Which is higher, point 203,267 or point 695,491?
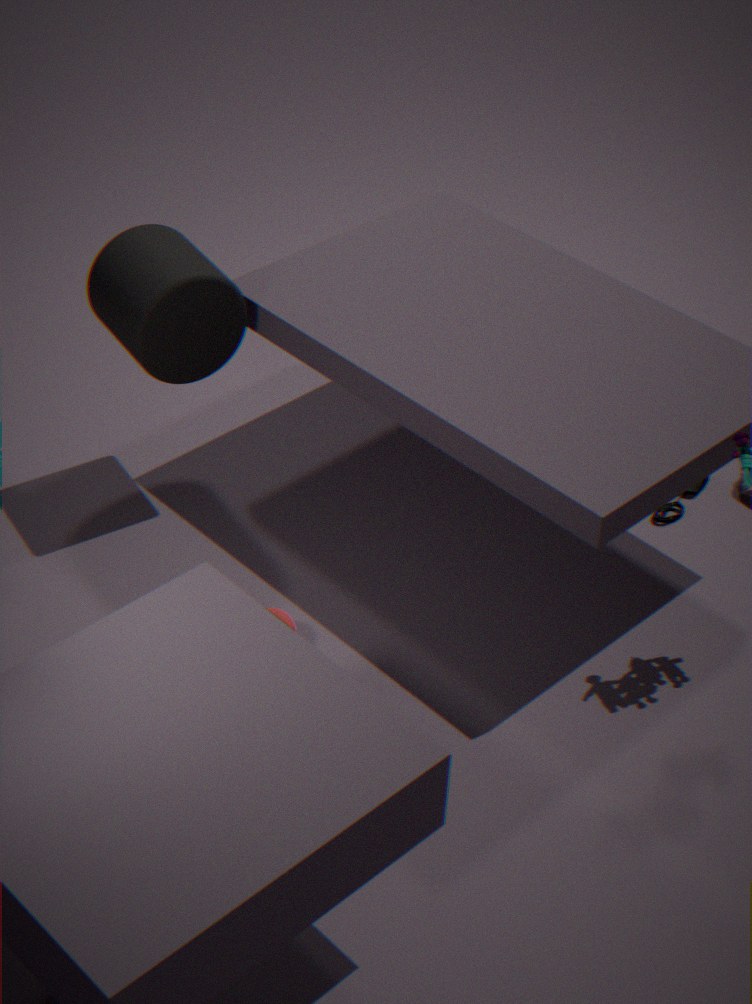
point 203,267
